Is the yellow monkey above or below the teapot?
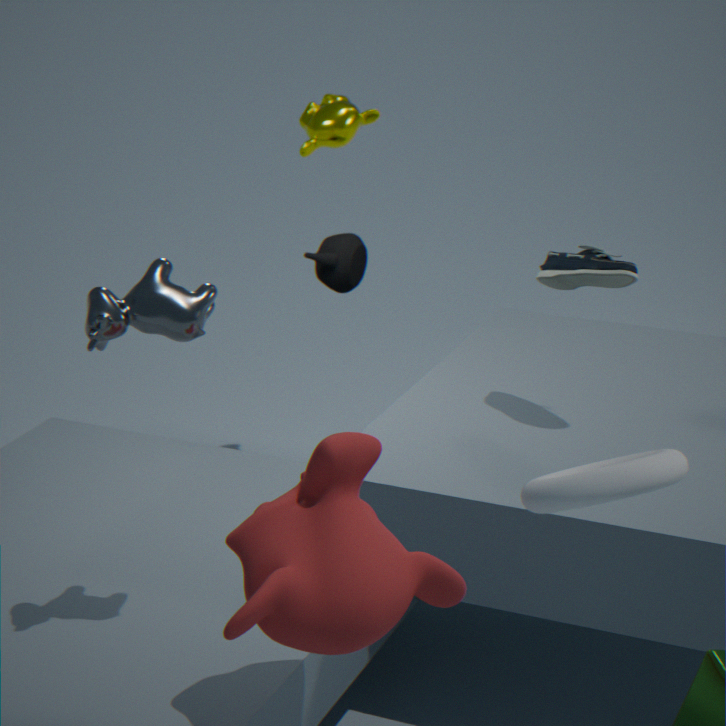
above
